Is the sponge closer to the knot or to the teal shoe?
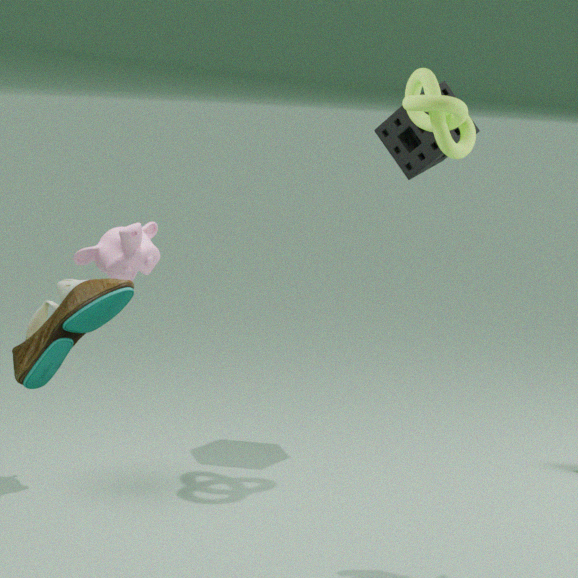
the knot
